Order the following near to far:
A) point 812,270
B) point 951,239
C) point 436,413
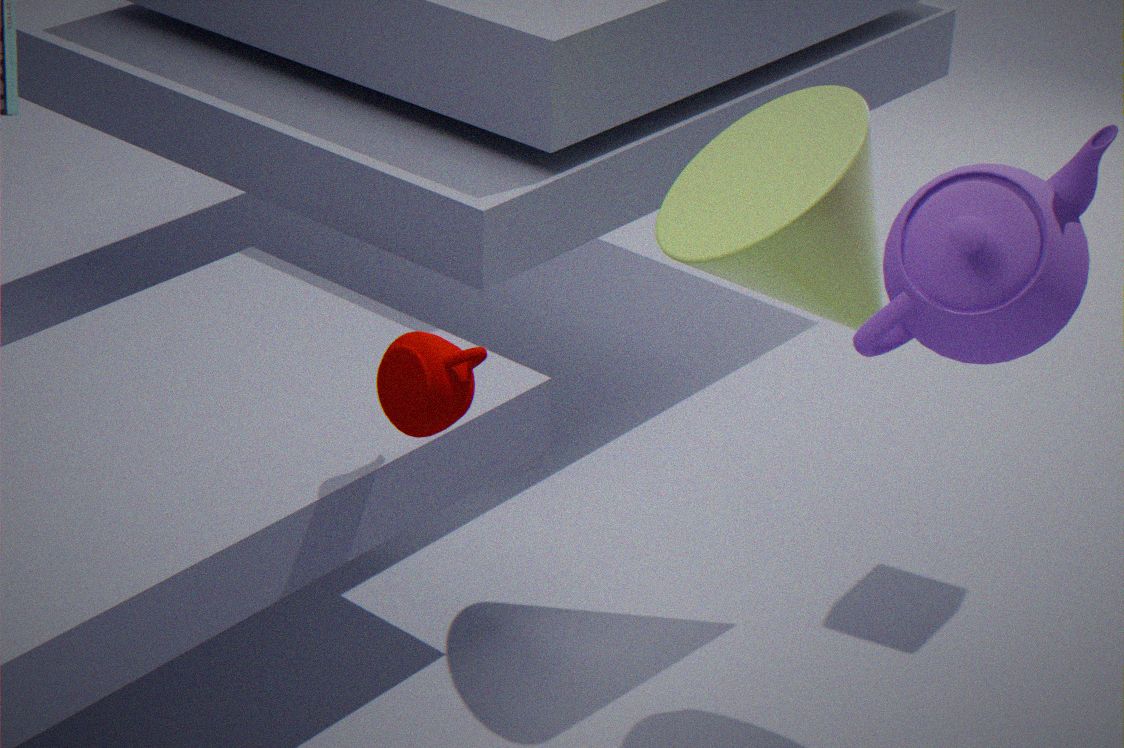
point 436,413, point 951,239, point 812,270
